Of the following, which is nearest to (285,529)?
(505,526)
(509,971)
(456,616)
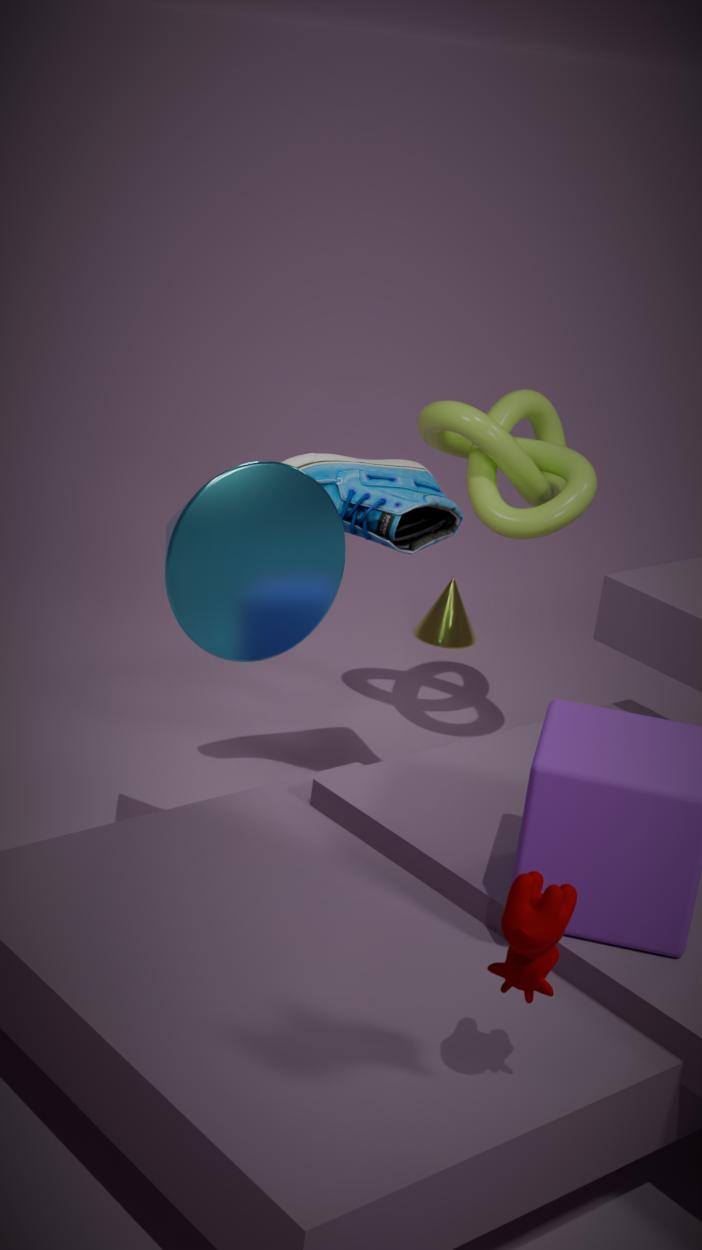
(509,971)
